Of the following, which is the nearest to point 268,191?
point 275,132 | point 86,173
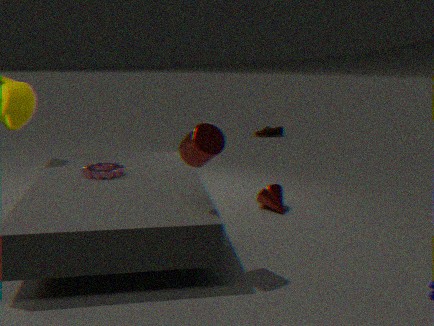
point 86,173
